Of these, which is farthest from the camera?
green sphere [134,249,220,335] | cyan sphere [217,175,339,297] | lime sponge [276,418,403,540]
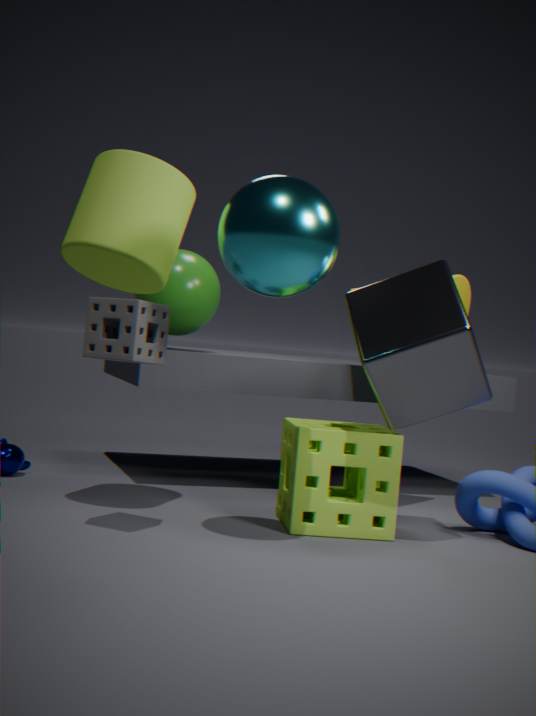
green sphere [134,249,220,335]
